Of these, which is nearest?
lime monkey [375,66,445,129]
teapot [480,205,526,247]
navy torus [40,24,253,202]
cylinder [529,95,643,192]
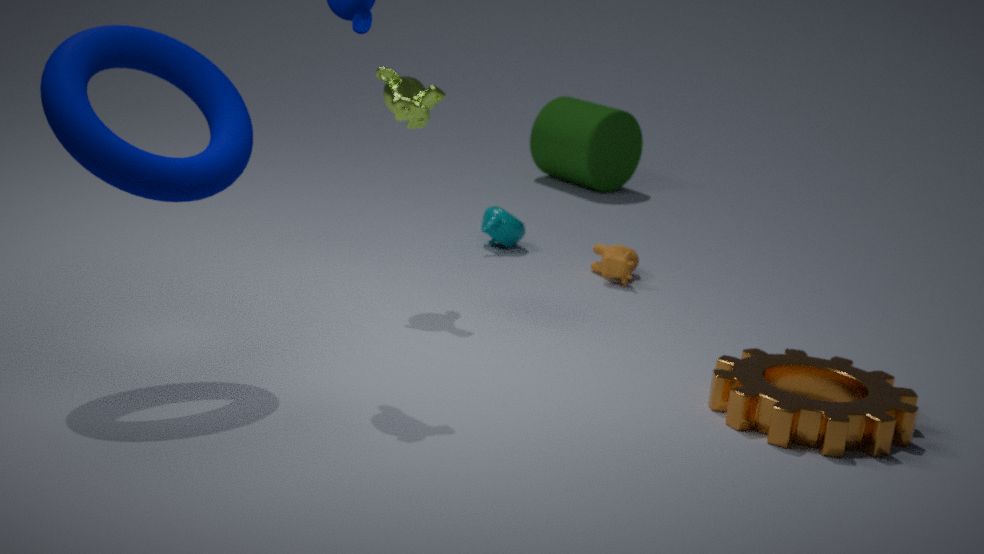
navy torus [40,24,253,202]
